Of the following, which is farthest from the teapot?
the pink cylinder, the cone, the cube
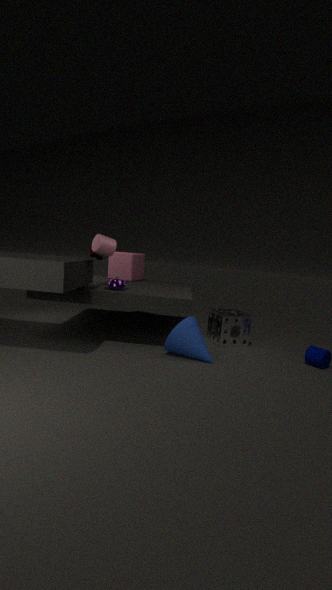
the cube
